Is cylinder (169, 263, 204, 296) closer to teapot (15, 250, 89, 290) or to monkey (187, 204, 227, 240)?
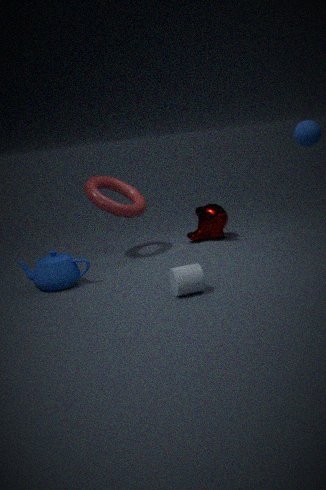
teapot (15, 250, 89, 290)
